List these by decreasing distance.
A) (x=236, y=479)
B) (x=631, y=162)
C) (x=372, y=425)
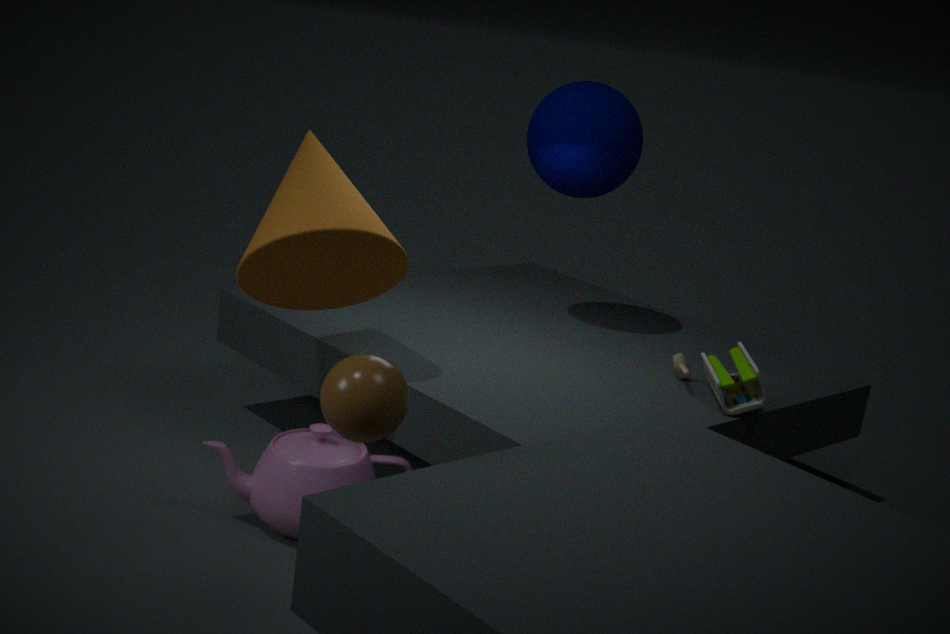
(x=631, y=162)
(x=236, y=479)
(x=372, y=425)
